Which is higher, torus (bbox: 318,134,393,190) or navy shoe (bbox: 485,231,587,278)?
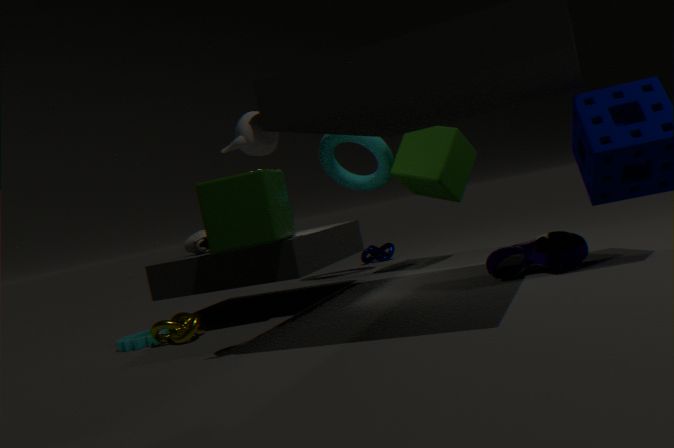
torus (bbox: 318,134,393,190)
